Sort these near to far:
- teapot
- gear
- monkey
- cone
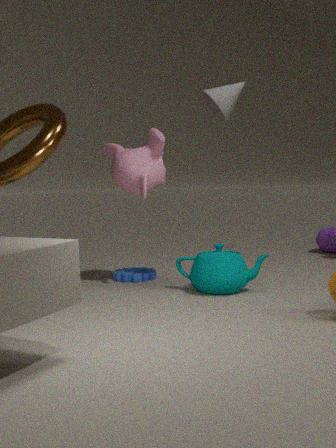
cone
teapot
monkey
gear
